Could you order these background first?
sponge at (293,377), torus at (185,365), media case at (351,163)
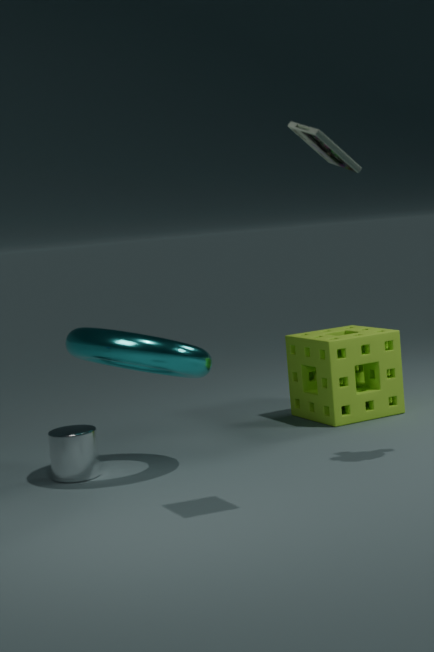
1. sponge at (293,377)
2. torus at (185,365)
3. media case at (351,163)
